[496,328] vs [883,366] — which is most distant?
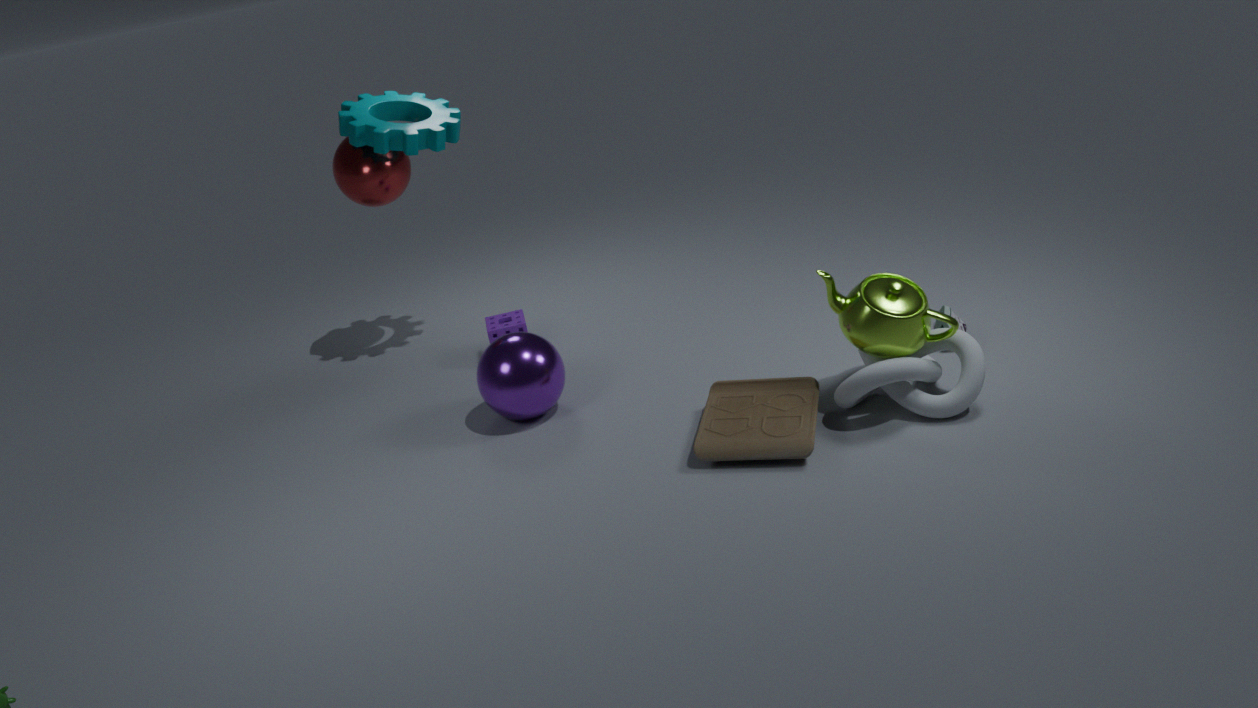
[496,328]
